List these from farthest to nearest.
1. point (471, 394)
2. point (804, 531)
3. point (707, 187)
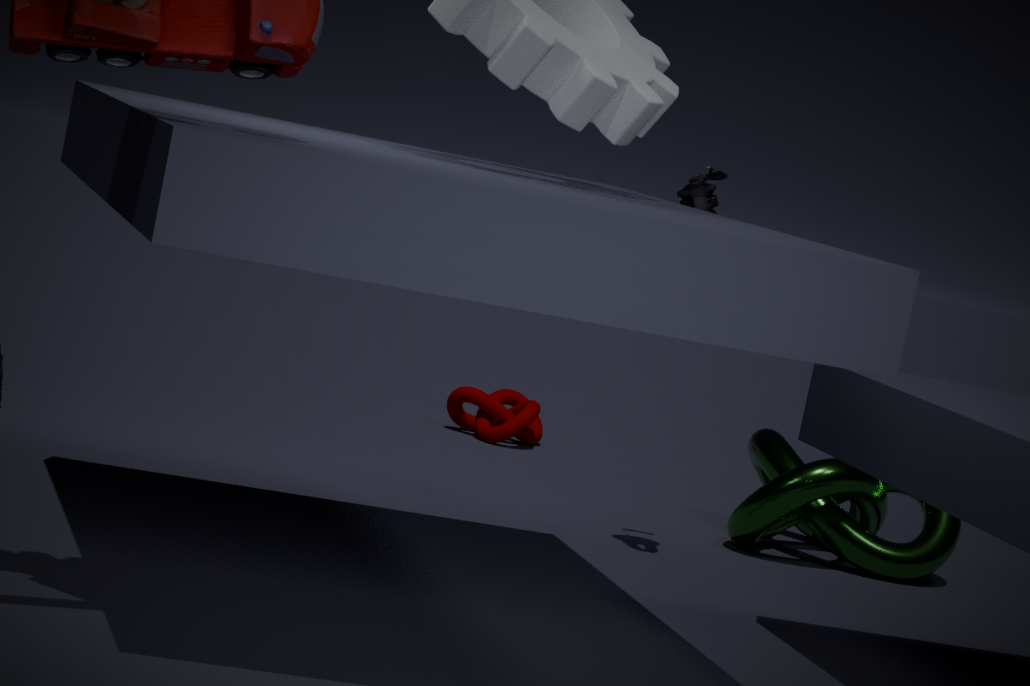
point (471, 394), point (804, 531), point (707, 187)
